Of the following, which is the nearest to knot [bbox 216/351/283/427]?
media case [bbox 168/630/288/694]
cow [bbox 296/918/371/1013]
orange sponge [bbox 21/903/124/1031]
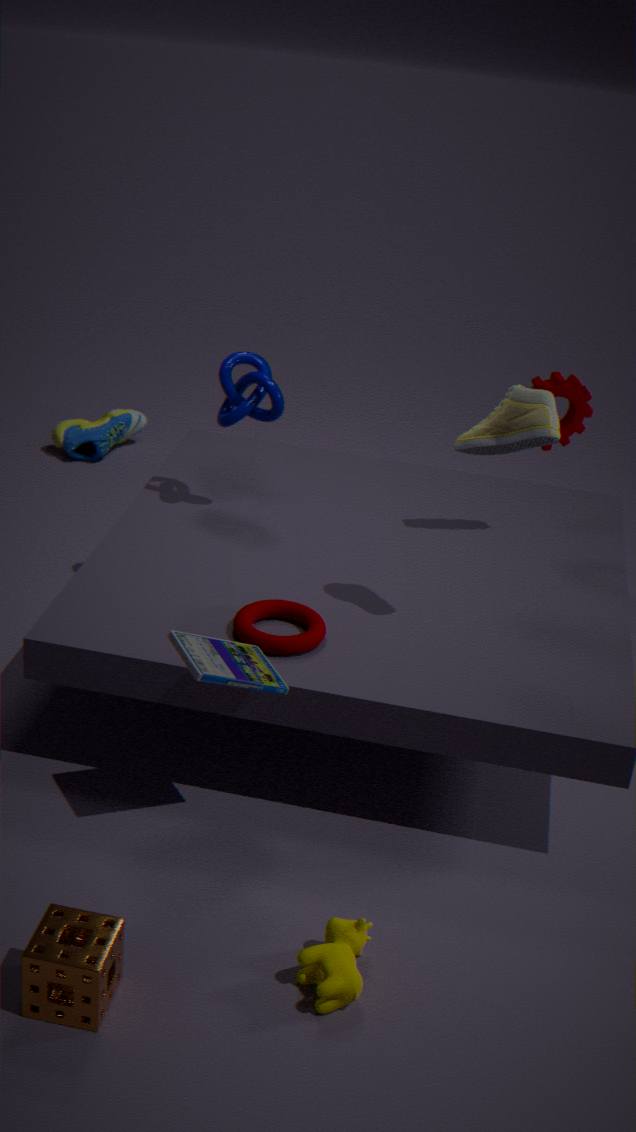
media case [bbox 168/630/288/694]
